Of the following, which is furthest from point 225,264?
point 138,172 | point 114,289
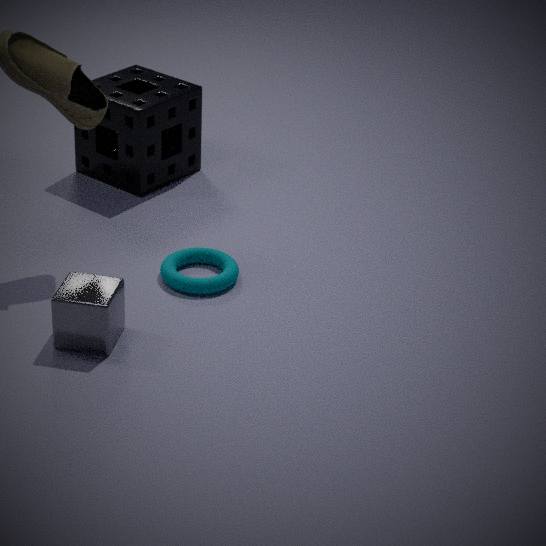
point 138,172
